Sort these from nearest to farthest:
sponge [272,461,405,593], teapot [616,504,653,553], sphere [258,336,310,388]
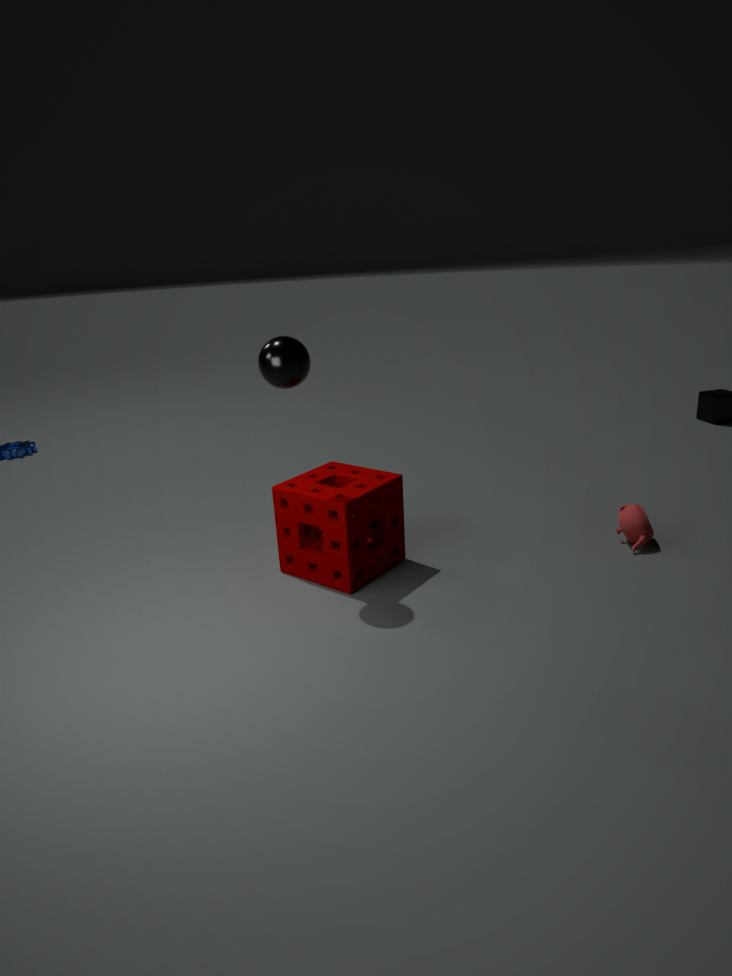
sphere [258,336,310,388] < sponge [272,461,405,593] < teapot [616,504,653,553]
